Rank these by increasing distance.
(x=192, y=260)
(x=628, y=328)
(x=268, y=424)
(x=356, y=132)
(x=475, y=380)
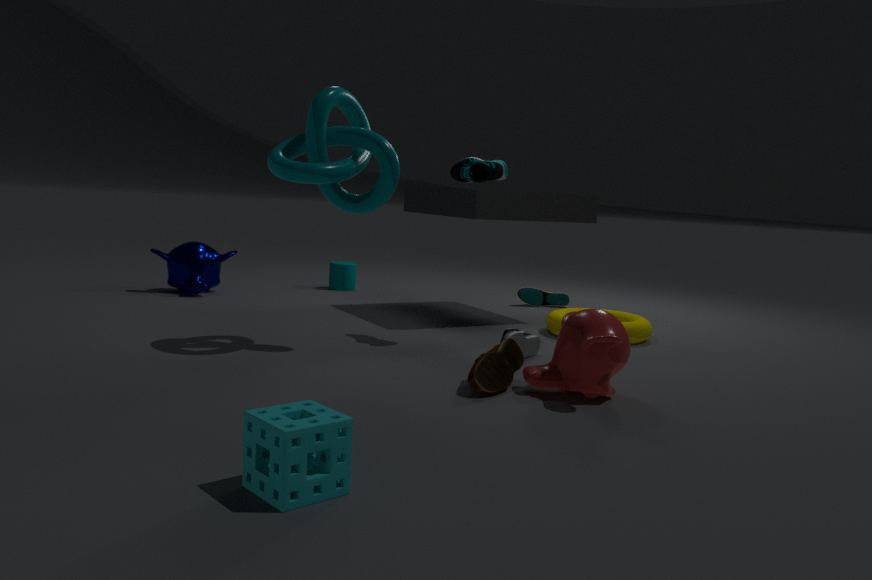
(x=268, y=424) < (x=475, y=380) < (x=356, y=132) < (x=628, y=328) < (x=192, y=260)
